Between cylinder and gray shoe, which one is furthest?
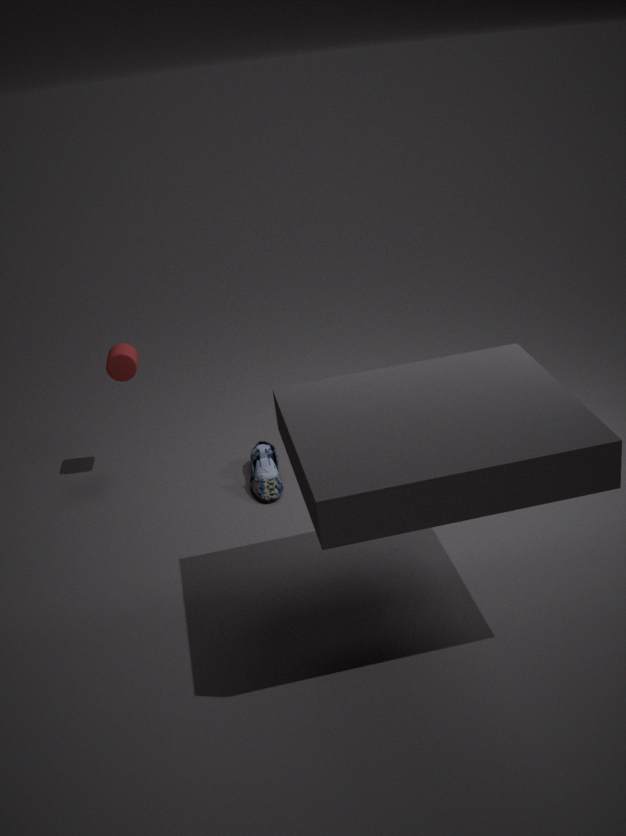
cylinder
